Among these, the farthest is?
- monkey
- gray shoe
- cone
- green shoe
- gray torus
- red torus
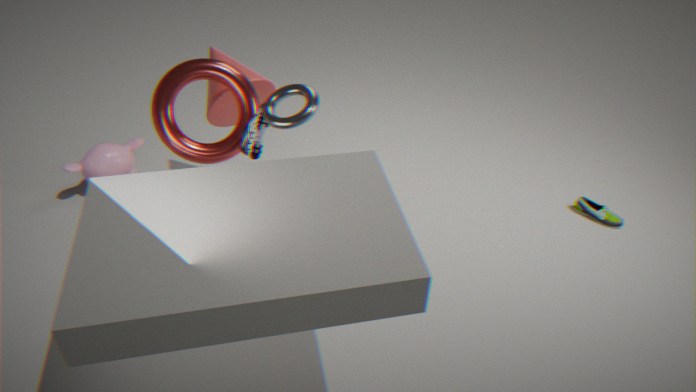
green shoe
